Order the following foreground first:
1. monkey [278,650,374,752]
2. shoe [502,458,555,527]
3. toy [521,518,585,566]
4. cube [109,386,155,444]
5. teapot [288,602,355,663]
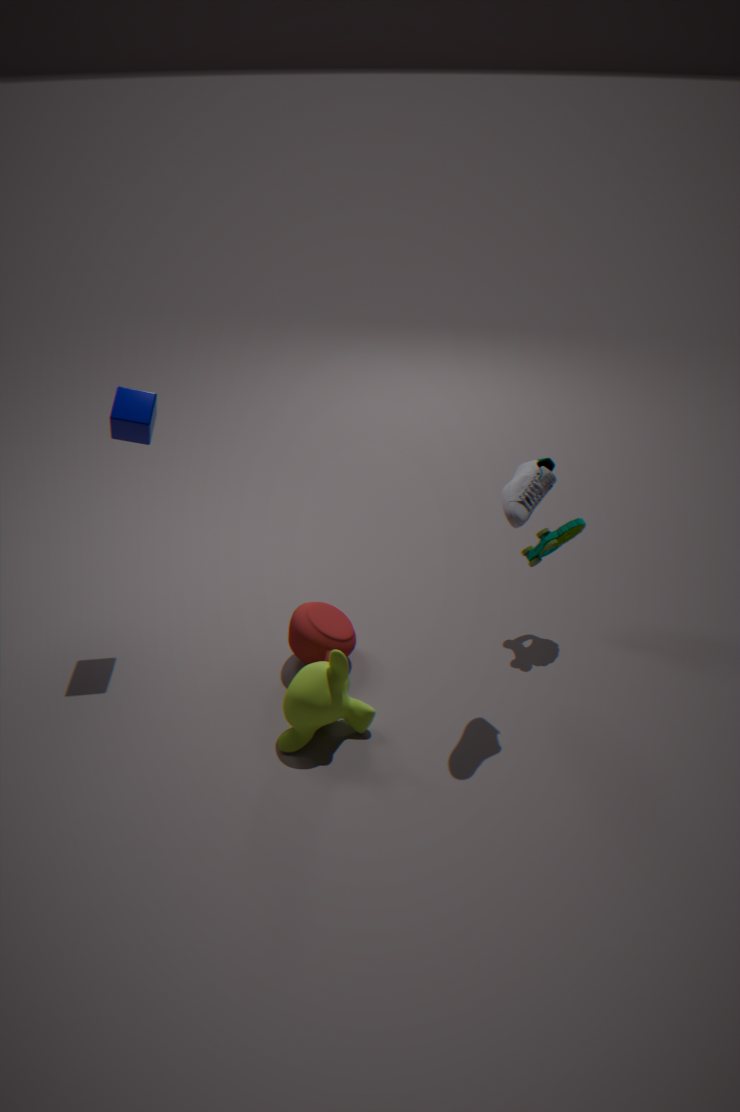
shoe [502,458,555,527] → monkey [278,650,374,752] → cube [109,386,155,444] → teapot [288,602,355,663] → toy [521,518,585,566]
